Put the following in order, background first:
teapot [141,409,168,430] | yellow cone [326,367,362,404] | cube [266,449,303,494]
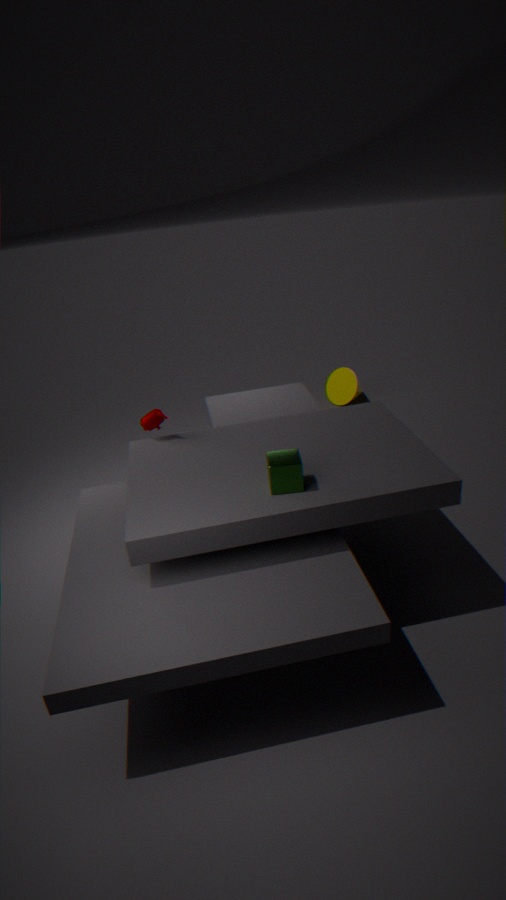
1. yellow cone [326,367,362,404]
2. teapot [141,409,168,430]
3. cube [266,449,303,494]
